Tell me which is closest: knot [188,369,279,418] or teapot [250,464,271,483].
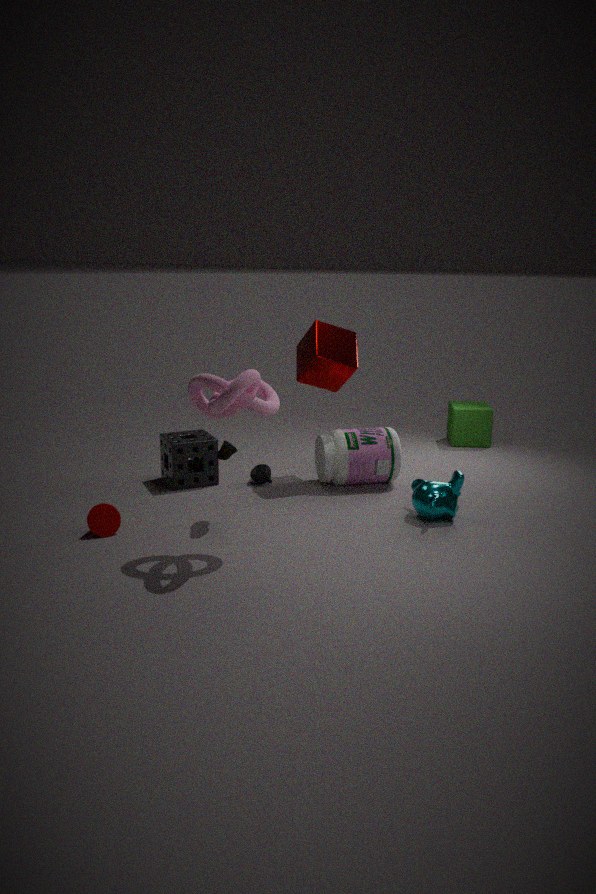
knot [188,369,279,418]
